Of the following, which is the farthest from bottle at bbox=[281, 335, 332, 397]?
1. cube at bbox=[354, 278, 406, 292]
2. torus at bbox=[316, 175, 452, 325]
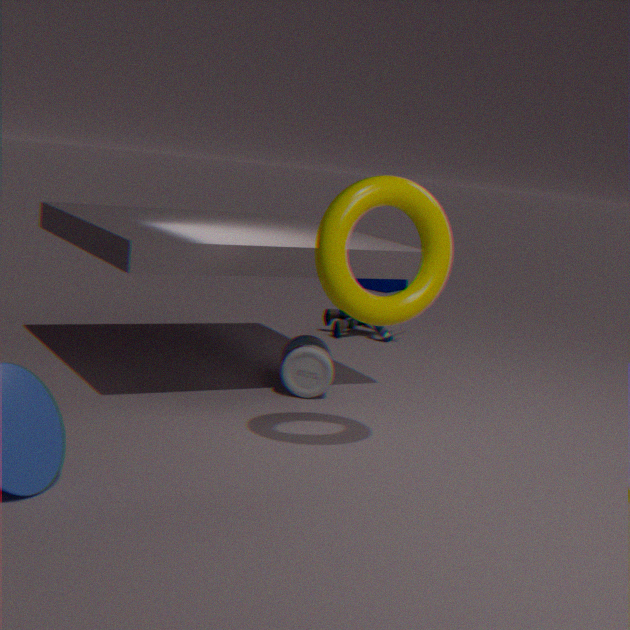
cube at bbox=[354, 278, 406, 292]
